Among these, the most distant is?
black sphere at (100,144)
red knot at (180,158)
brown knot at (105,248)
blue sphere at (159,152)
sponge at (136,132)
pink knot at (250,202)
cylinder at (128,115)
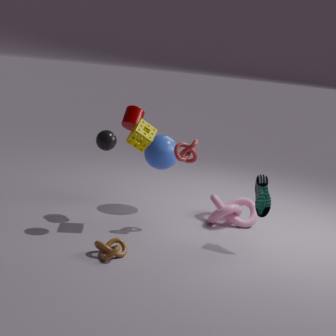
blue sphere at (159,152)
